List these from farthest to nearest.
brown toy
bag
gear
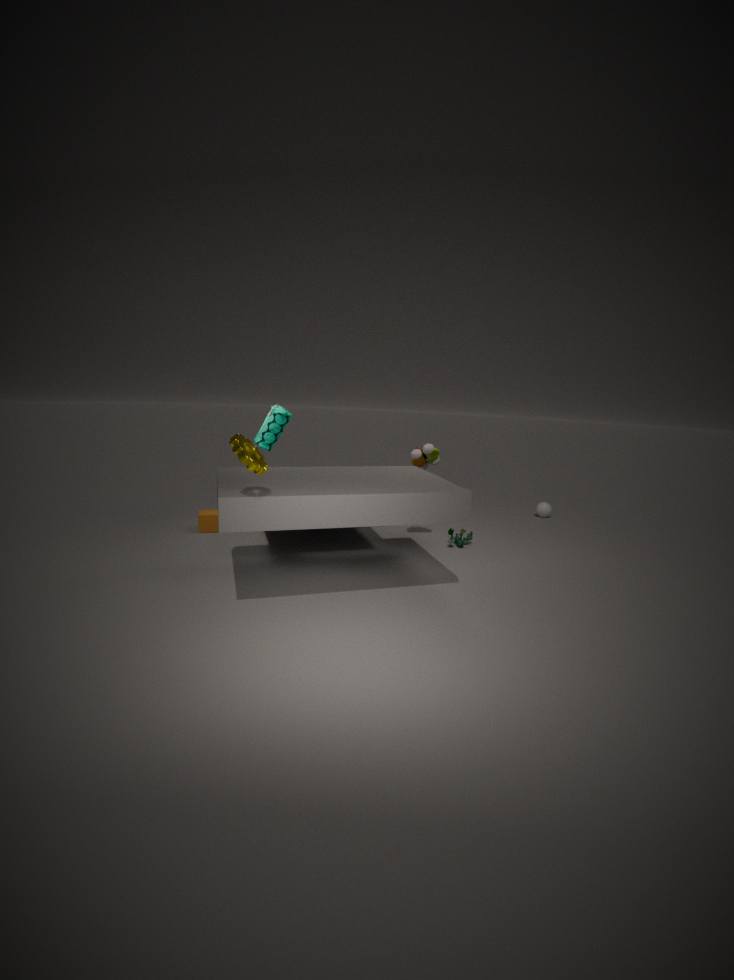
1. bag
2. brown toy
3. gear
